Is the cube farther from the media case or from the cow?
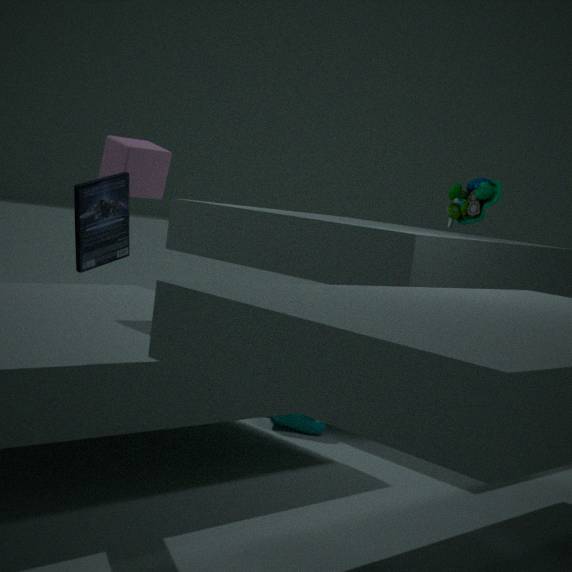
the cow
